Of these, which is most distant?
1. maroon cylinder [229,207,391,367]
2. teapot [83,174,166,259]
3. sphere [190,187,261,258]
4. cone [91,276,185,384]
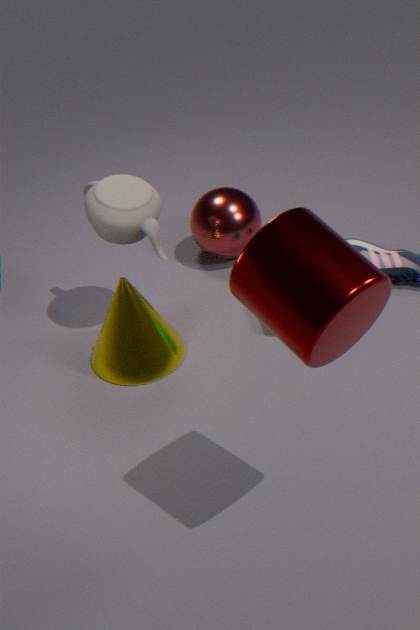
sphere [190,187,261,258]
